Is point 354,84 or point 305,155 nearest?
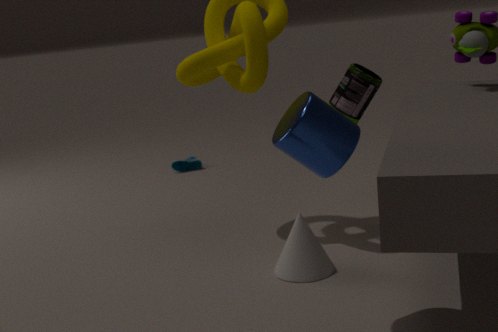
point 305,155
